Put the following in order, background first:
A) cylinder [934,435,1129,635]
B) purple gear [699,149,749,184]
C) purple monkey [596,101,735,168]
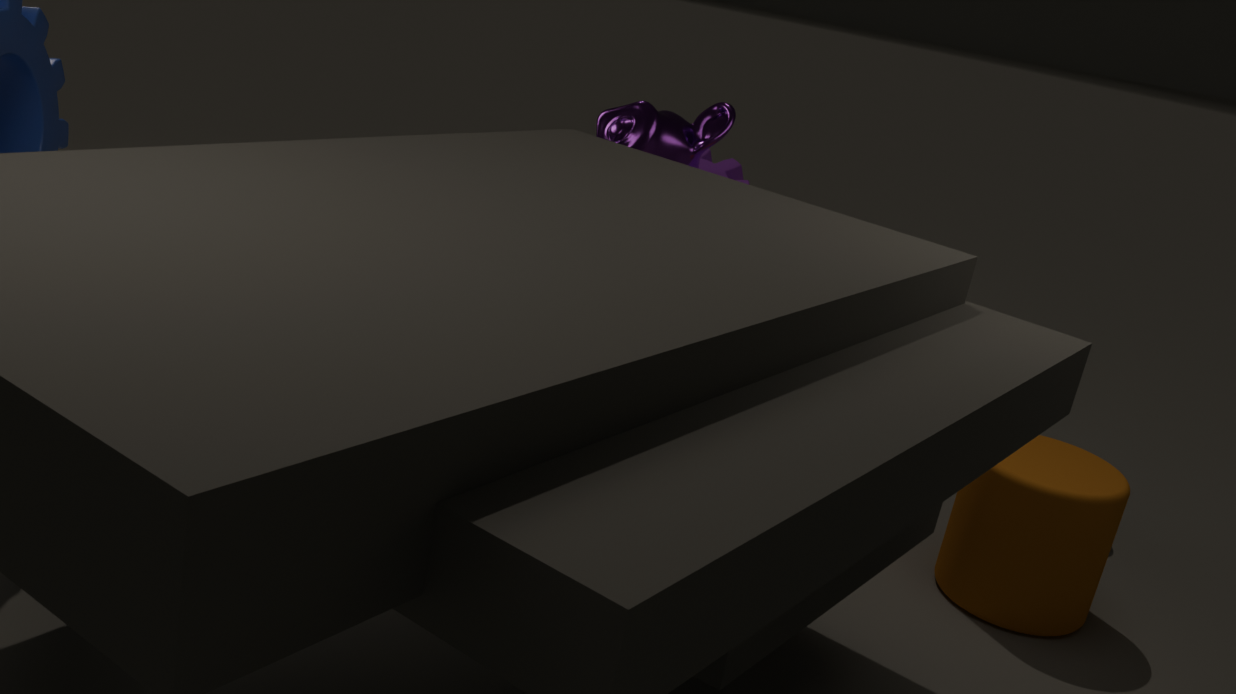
purple gear [699,149,749,184]
purple monkey [596,101,735,168]
cylinder [934,435,1129,635]
